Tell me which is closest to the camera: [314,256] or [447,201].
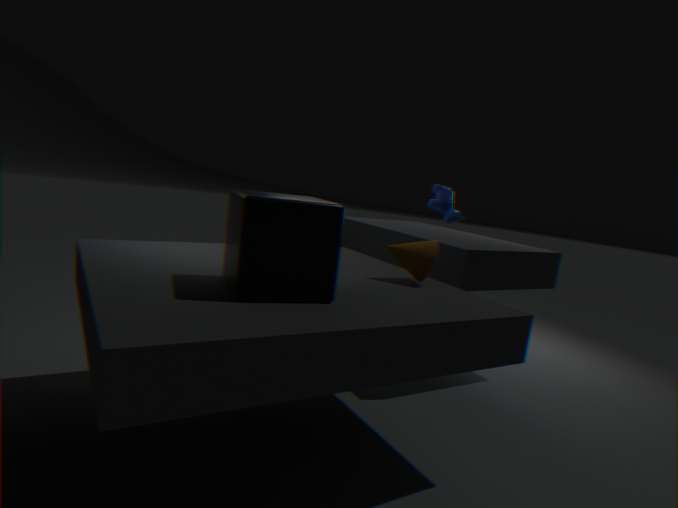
[314,256]
